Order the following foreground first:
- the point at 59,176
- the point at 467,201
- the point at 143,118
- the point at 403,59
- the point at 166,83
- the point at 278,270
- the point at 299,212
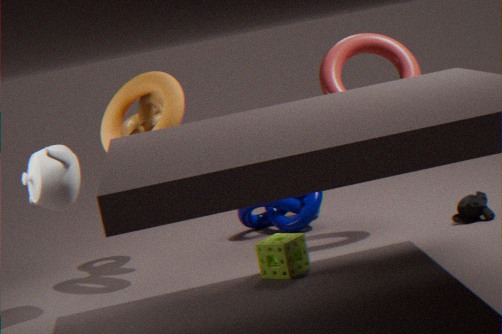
the point at 278,270
the point at 59,176
the point at 467,201
the point at 166,83
the point at 403,59
the point at 143,118
the point at 299,212
